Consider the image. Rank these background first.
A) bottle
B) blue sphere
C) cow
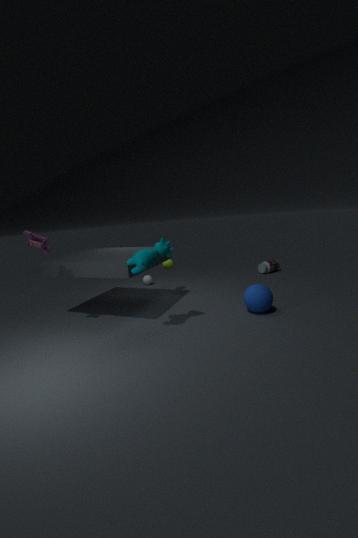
bottle, blue sphere, cow
